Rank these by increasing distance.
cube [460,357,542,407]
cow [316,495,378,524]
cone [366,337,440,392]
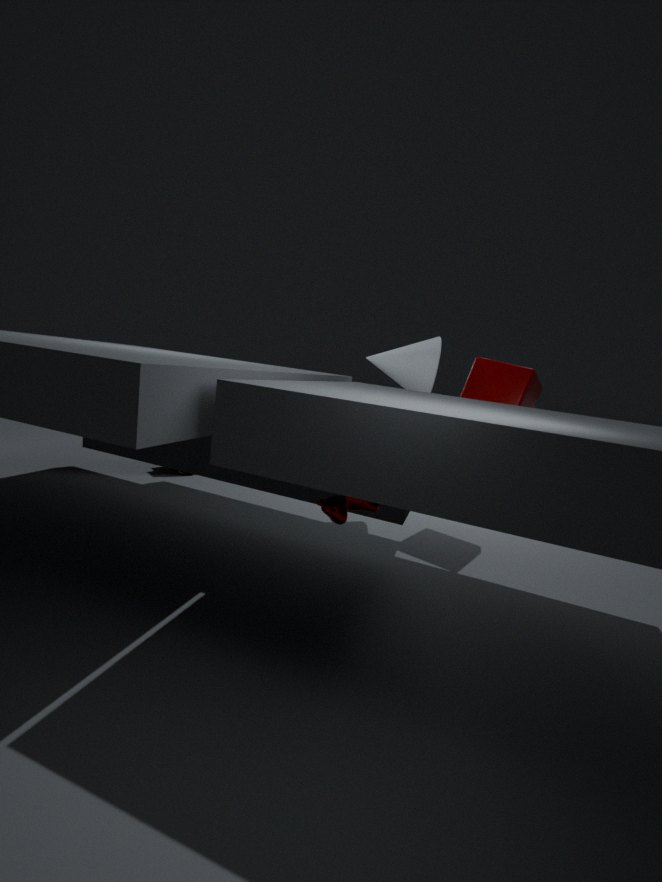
1. cow [316,495,378,524]
2. cube [460,357,542,407]
3. cone [366,337,440,392]
